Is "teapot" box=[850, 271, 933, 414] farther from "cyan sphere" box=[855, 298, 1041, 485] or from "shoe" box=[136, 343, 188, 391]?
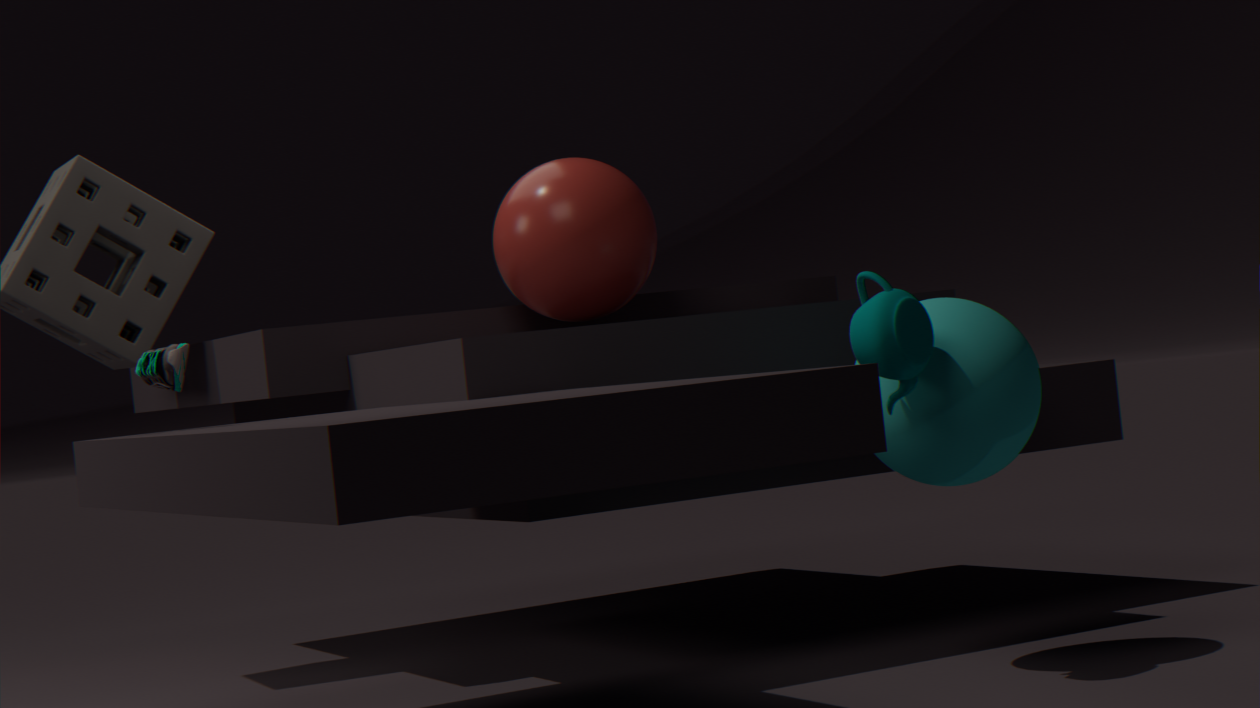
"shoe" box=[136, 343, 188, 391]
